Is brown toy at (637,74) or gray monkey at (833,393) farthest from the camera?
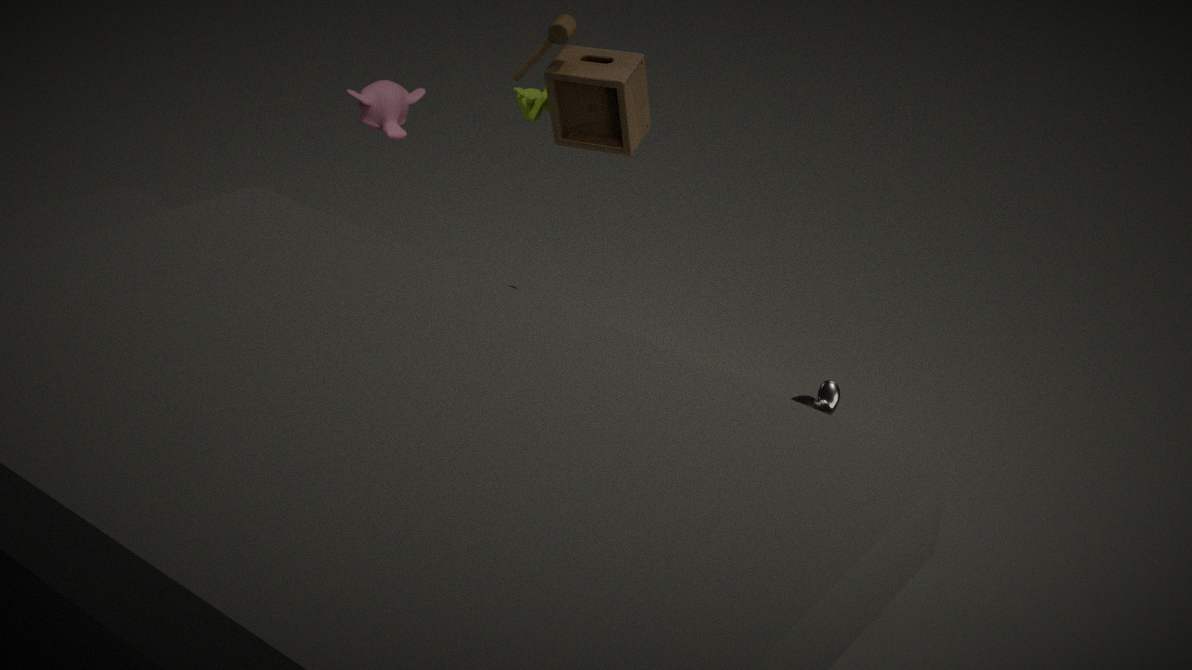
brown toy at (637,74)
